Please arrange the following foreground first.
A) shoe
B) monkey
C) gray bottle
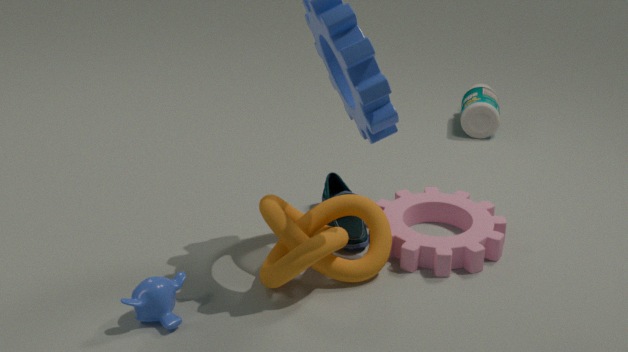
monkey < shoe < gray bottle
